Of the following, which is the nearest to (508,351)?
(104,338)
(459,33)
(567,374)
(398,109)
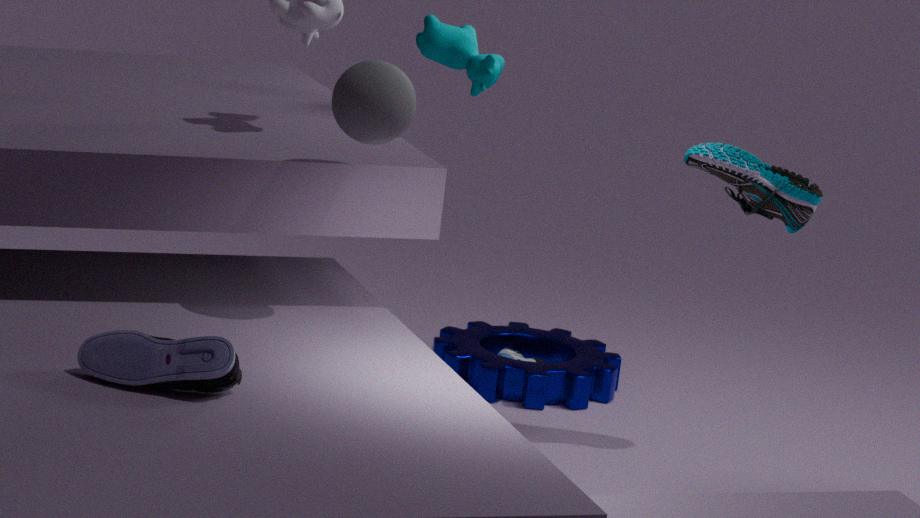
(567,374)
